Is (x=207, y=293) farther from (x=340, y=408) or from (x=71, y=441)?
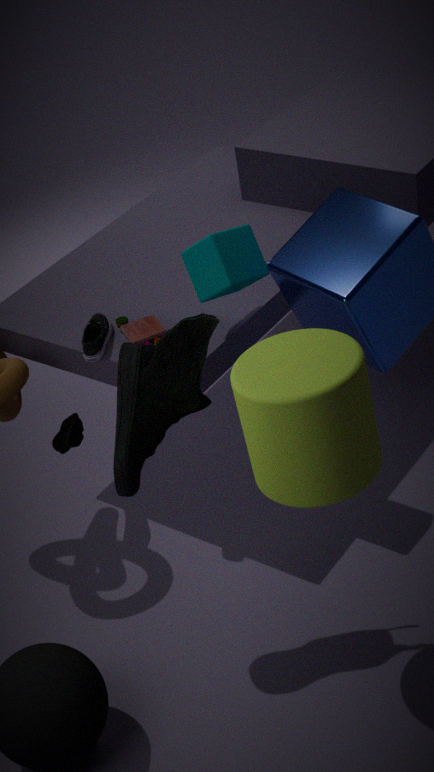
(x=71, y=441)
